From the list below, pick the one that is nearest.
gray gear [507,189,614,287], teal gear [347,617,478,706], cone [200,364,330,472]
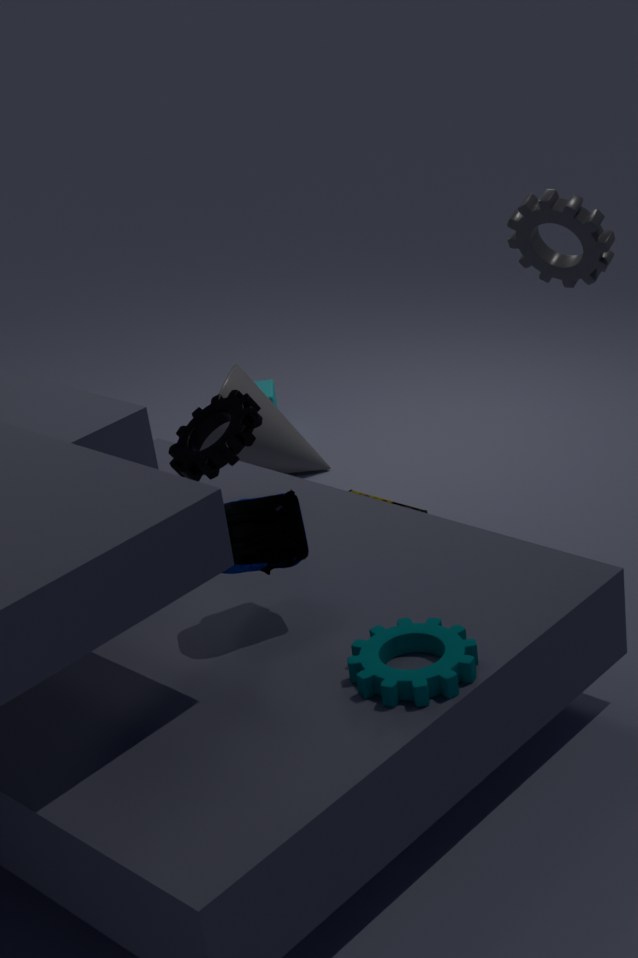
teal gear [347,617,478,706]
